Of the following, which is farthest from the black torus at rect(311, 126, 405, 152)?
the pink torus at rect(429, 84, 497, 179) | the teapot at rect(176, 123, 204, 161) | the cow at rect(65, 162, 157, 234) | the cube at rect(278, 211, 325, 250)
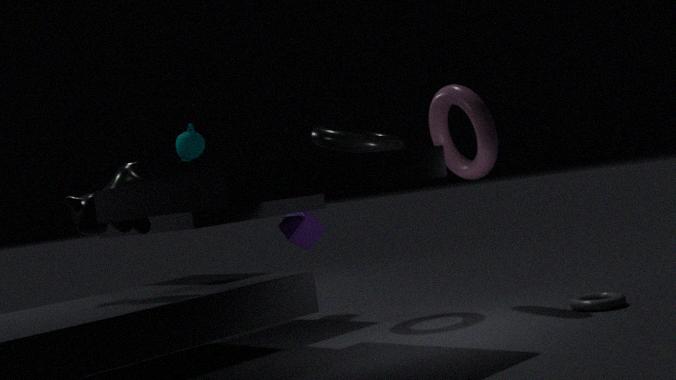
the cow at rect(65, 162, 157, 234)
